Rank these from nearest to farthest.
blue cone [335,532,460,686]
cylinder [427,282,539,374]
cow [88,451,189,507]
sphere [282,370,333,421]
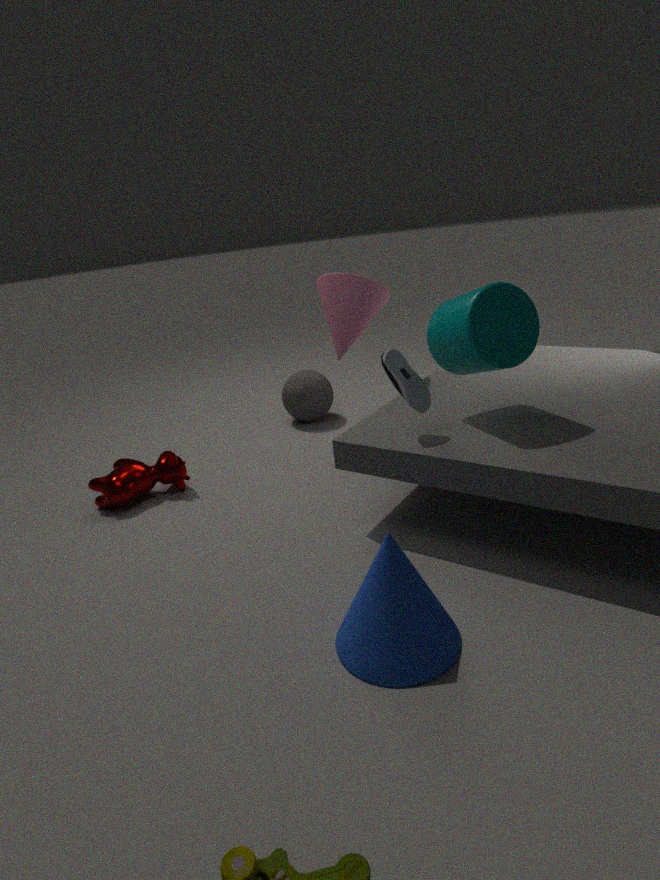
blue cone [335,532,460,686] < cylinder [427,282,539,374] < cow [88,451,189,507] < sphere [282,370,333,421]
